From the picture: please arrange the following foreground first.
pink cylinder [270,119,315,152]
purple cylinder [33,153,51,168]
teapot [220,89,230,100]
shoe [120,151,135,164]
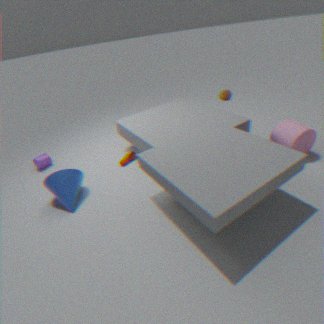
pink cylinder [270,119,315,152], shoe [120,151,135,164], teapot [220,89,230,100], purple cylinder [33,153,51,168]
